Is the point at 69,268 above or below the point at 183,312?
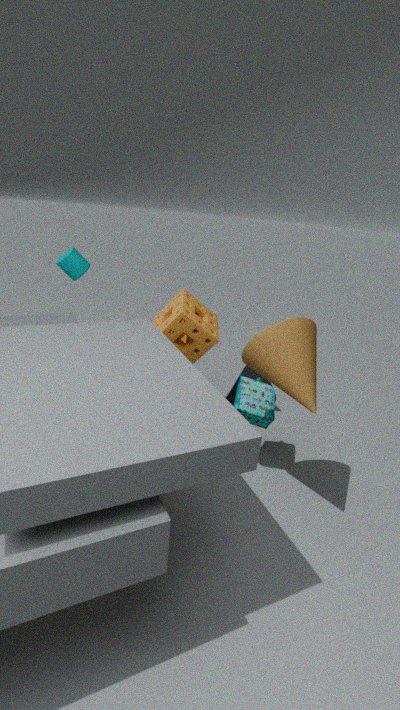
above
